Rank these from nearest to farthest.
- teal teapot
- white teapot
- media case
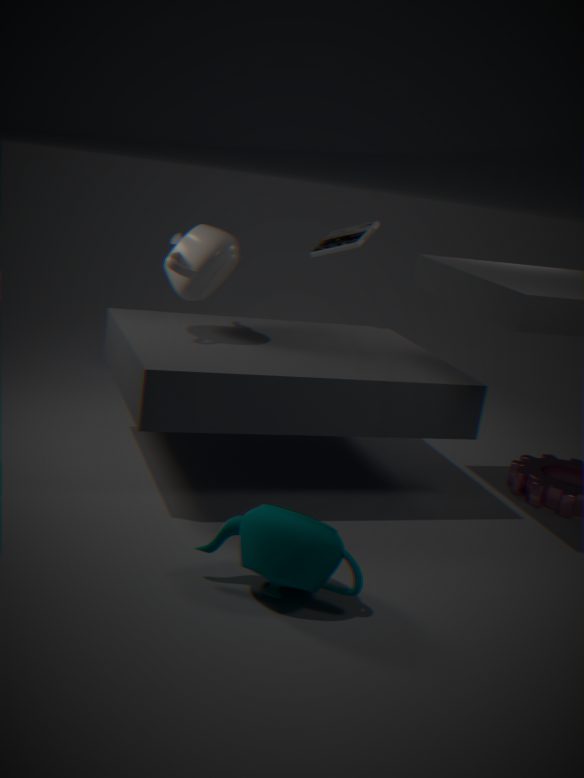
teal teapot
white teapot
media case
